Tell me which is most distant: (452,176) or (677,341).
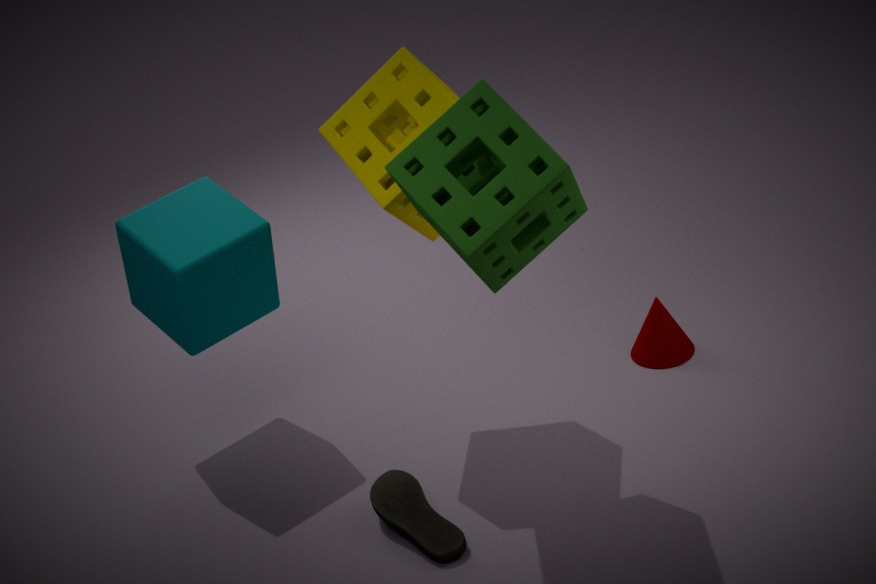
(677,341)
